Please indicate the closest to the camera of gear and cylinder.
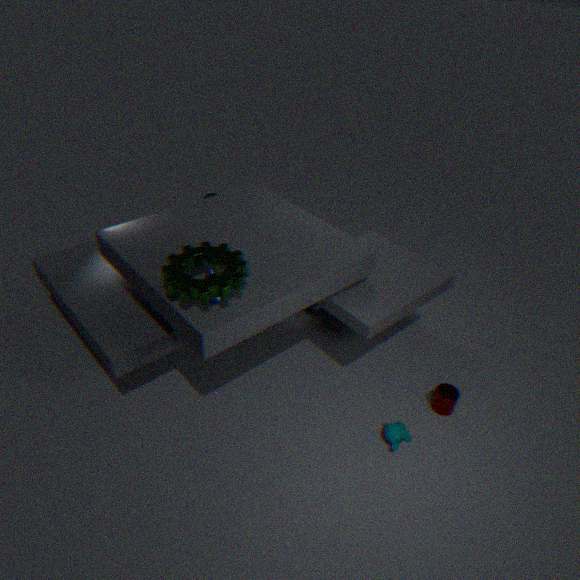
gear
